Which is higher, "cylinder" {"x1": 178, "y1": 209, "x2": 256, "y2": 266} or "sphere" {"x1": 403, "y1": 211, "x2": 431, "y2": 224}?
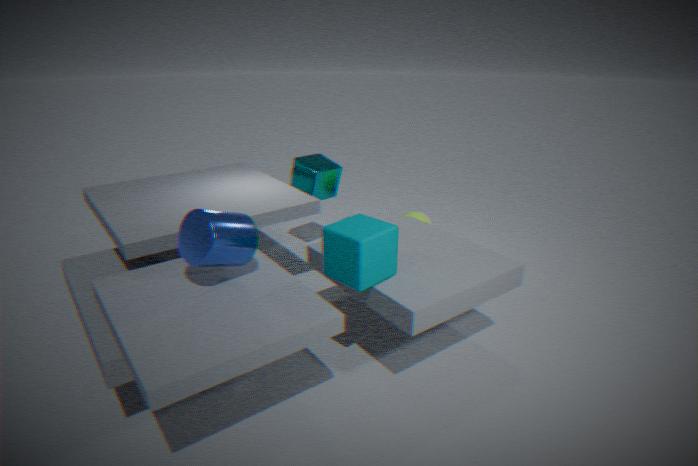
"cylinder" {"x1": 178, "y1": 209, "x2": 256, "y2": 266}
